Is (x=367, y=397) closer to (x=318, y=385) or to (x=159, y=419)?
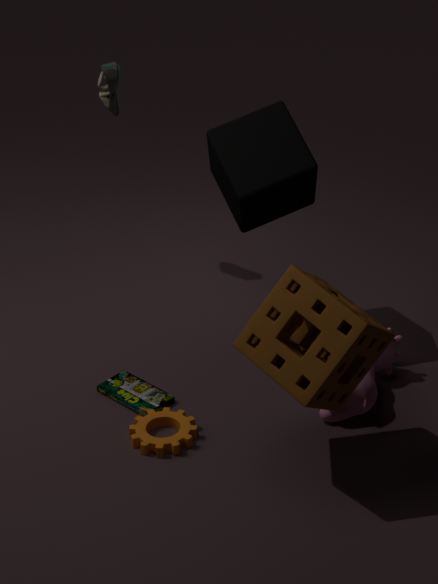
(x=318, y=385)
